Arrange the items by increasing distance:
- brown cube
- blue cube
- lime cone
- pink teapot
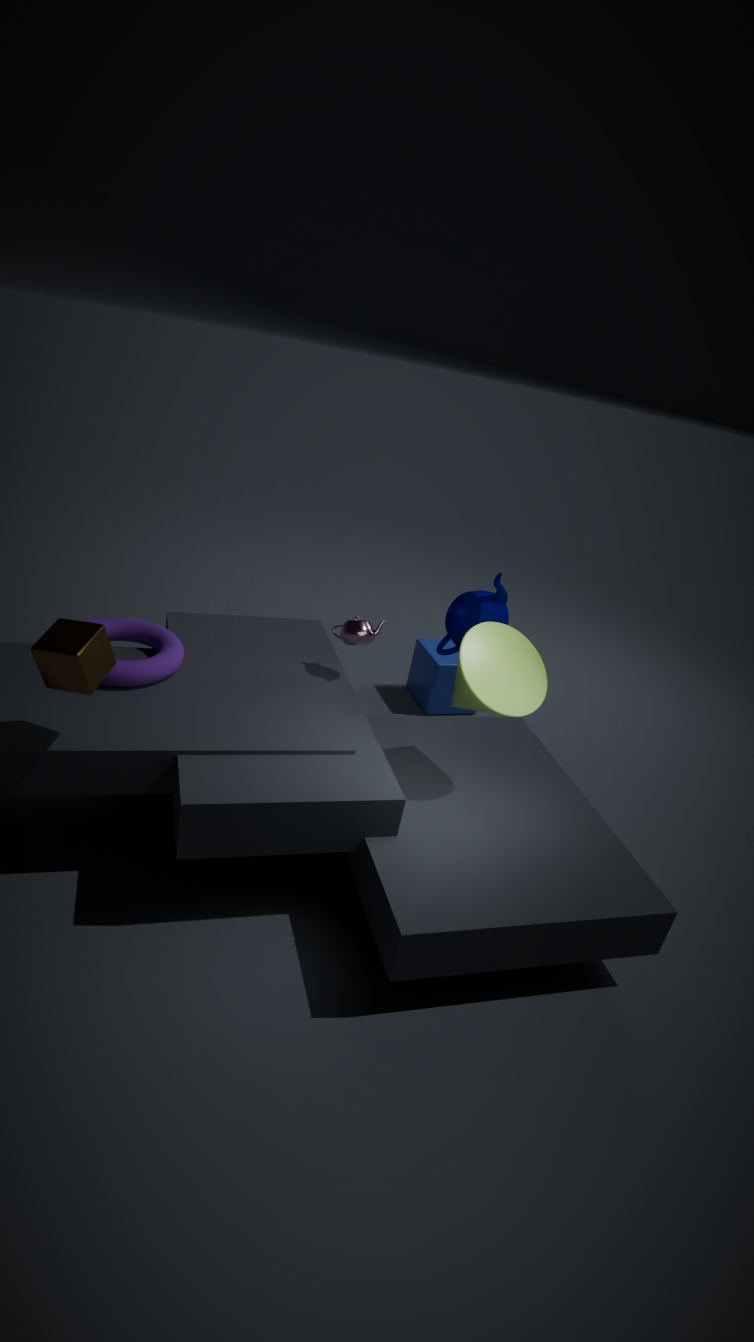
brown cube, lime cone, pink teapot, blue cube
